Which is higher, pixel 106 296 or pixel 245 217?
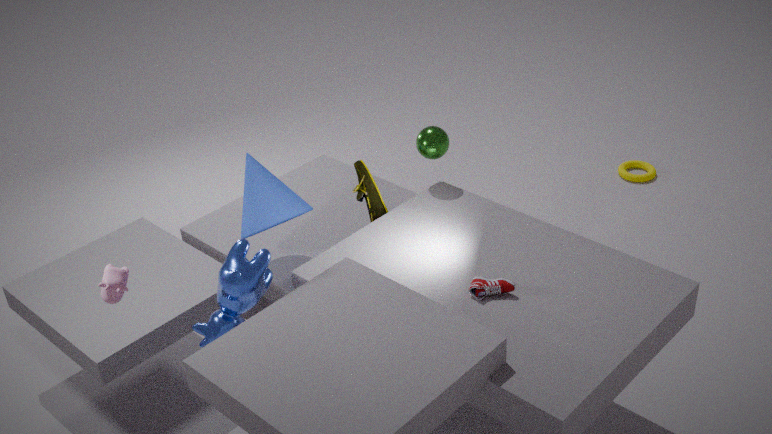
pixel 106 296
